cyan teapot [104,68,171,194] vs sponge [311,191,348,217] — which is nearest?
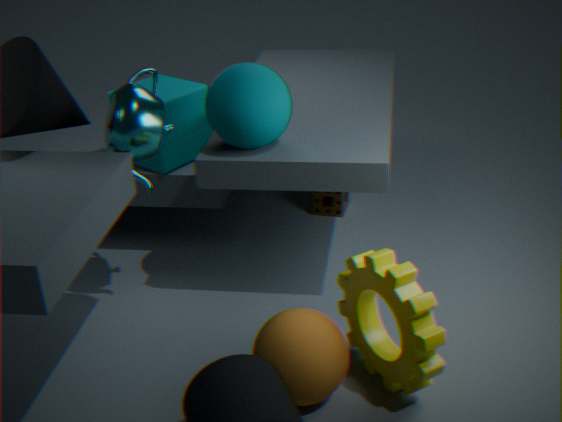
cyan teapot [104,68,171,194]
